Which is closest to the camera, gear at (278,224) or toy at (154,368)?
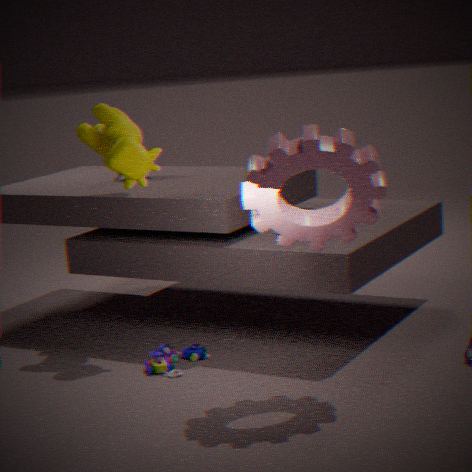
gear at (278,224)
